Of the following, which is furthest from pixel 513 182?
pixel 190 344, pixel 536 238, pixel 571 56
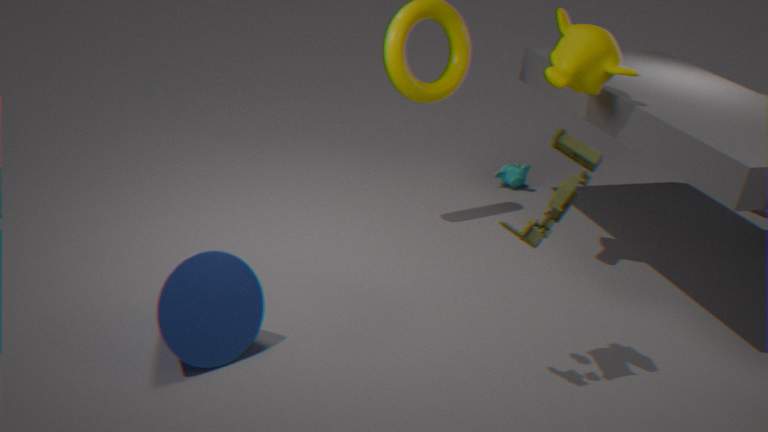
pixel 190 344
